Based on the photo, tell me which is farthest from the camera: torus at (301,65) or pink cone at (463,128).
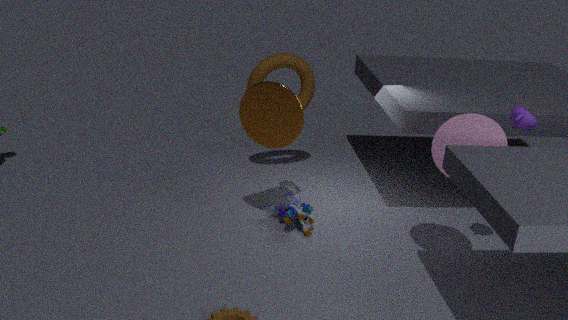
torus at (301,65)
